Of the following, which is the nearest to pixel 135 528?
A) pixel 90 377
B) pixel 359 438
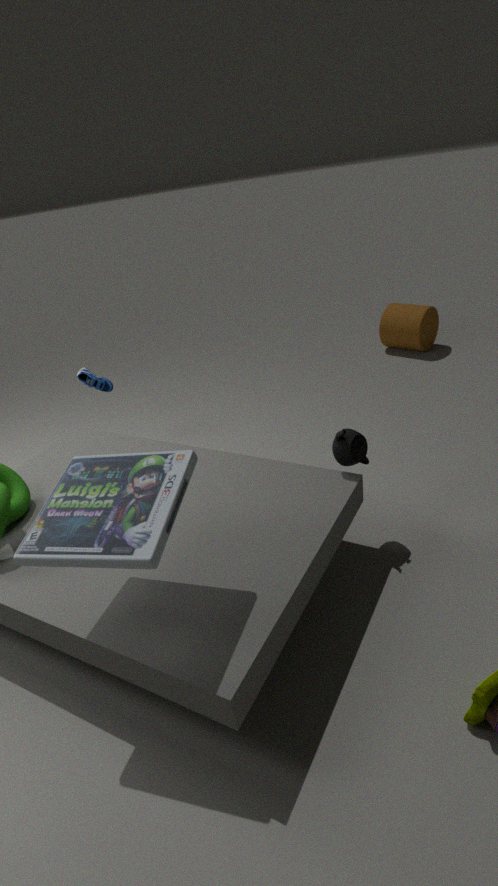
pixel 359 438
